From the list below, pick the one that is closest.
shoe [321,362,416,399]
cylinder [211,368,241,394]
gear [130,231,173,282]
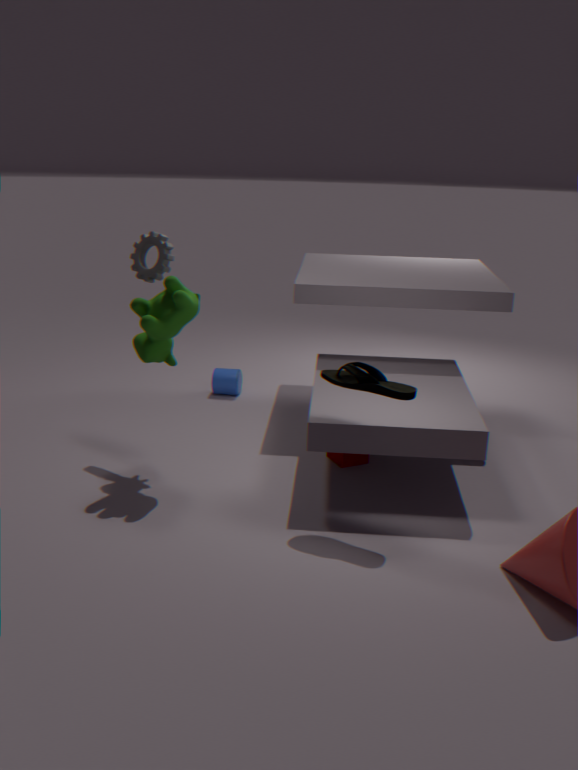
shoe [321,362,416,399]
